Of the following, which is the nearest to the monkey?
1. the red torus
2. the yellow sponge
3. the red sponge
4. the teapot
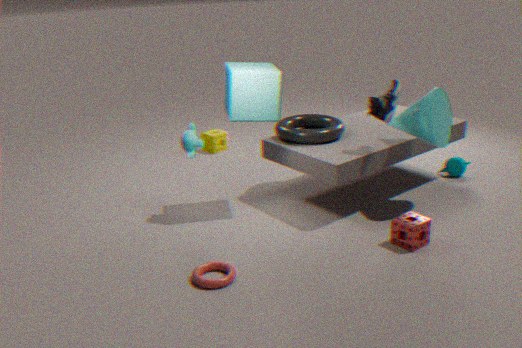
the red torus
